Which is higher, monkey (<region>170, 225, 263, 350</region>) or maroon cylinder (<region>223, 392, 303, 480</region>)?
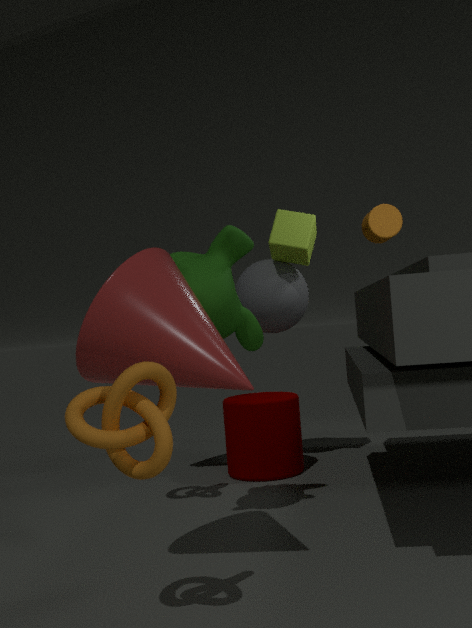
monkey (<region>170, 225, 263, 350</region>)
